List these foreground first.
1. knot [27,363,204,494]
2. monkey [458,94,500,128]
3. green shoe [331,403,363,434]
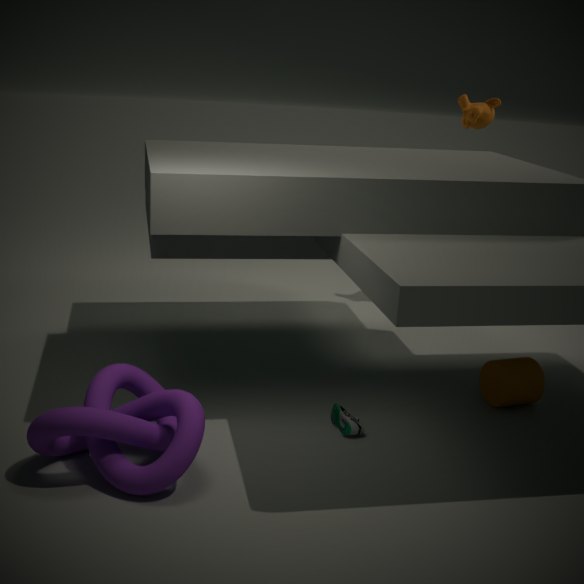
knot [27,363,204,494]
green shoe [331,403,363,434]
monkey [458,94,500,128]
